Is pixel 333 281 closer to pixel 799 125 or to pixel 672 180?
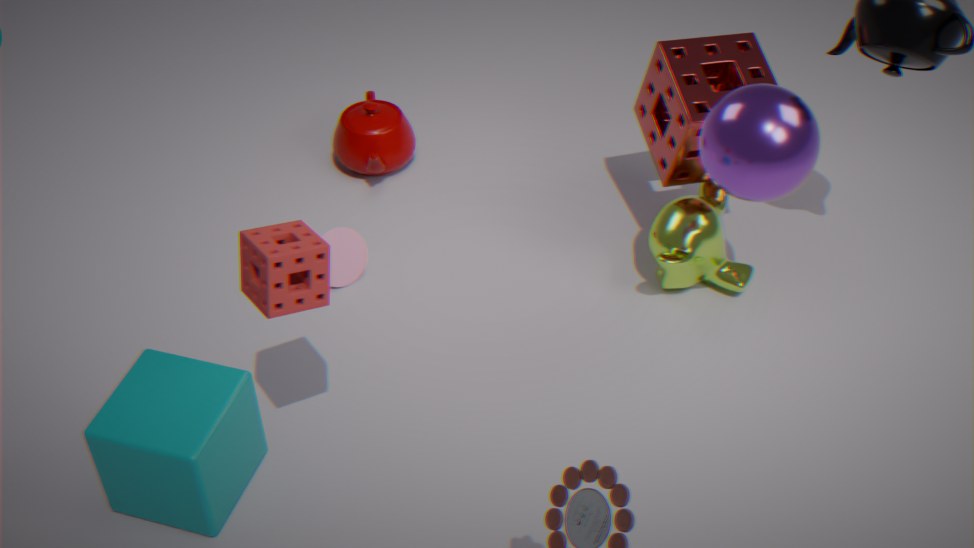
pixel 672 180
